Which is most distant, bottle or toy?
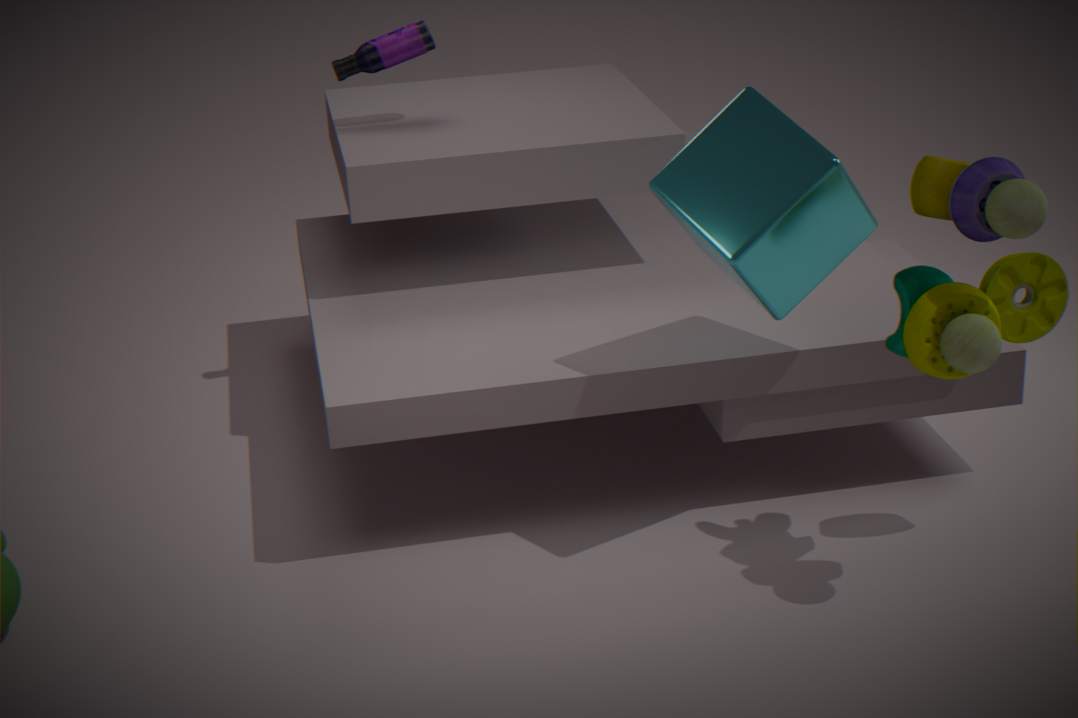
bottle
